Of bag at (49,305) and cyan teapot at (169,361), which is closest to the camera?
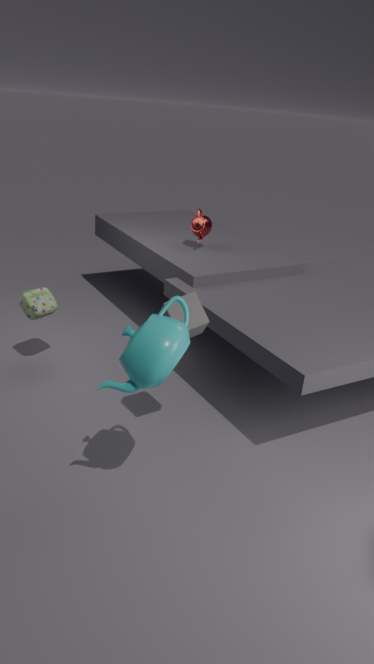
cyan teapot at (169,361)
